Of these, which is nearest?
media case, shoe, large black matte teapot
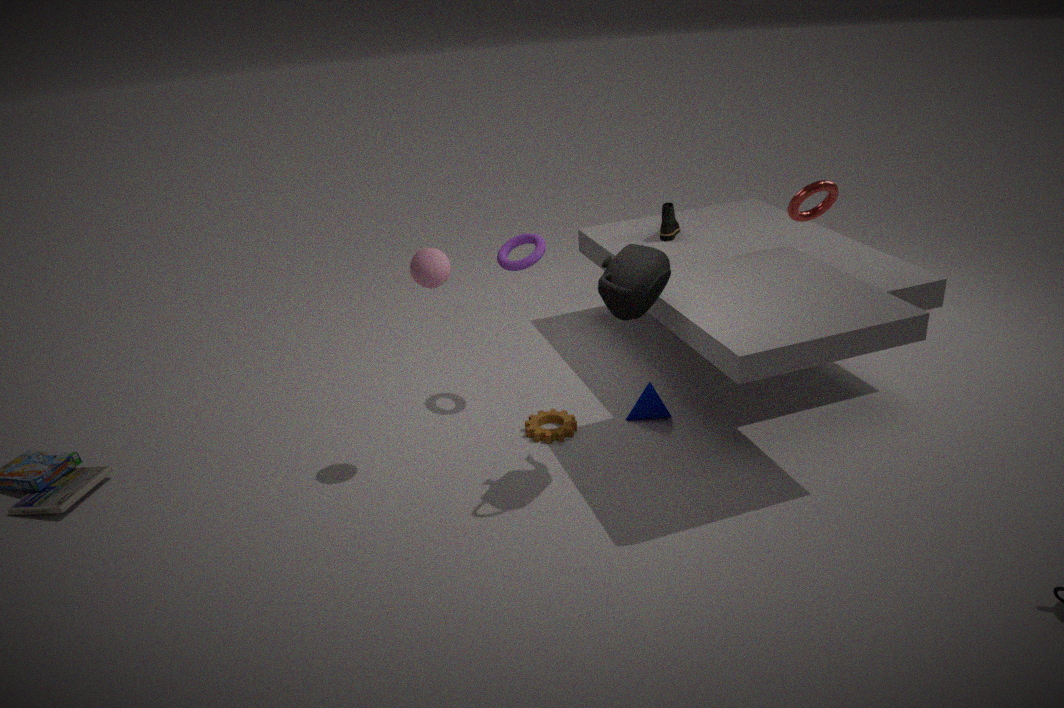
large black matte teapot
